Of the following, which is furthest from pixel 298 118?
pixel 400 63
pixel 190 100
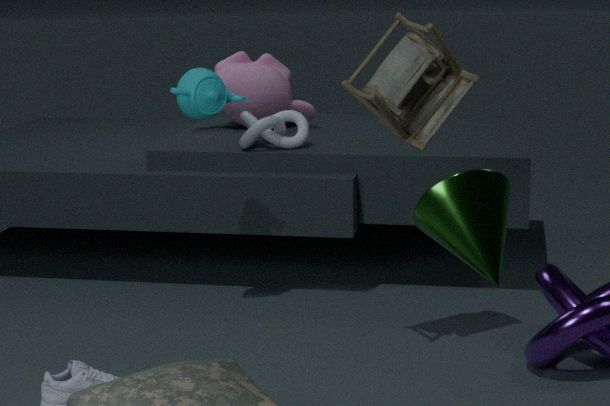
pixel 400 63
